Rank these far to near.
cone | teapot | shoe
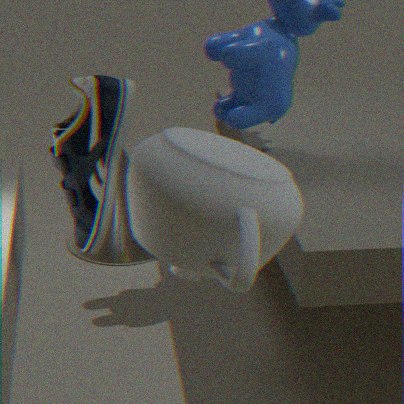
cone → shoe → teapot
